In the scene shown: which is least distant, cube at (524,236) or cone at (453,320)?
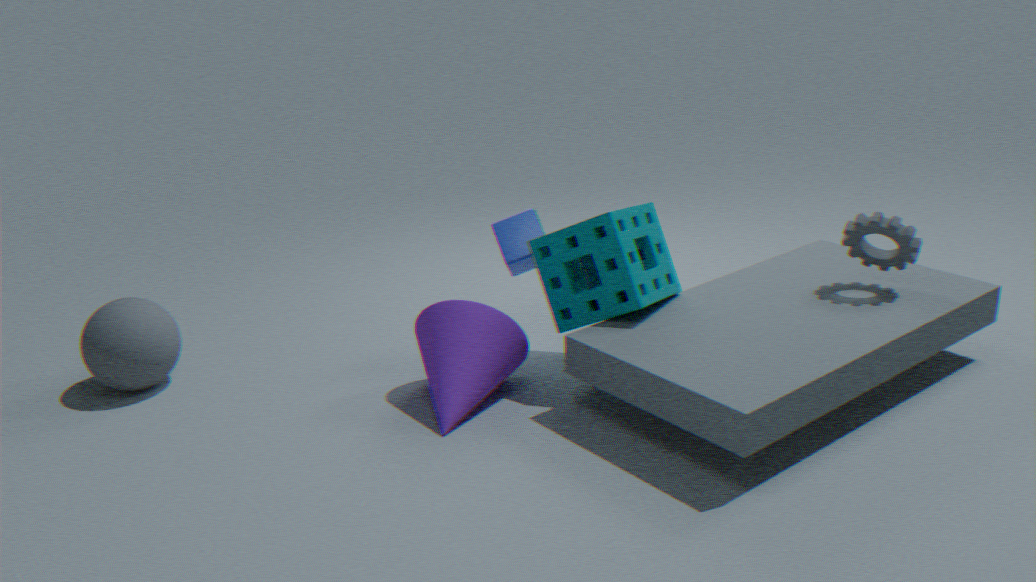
cone at (453,320)
